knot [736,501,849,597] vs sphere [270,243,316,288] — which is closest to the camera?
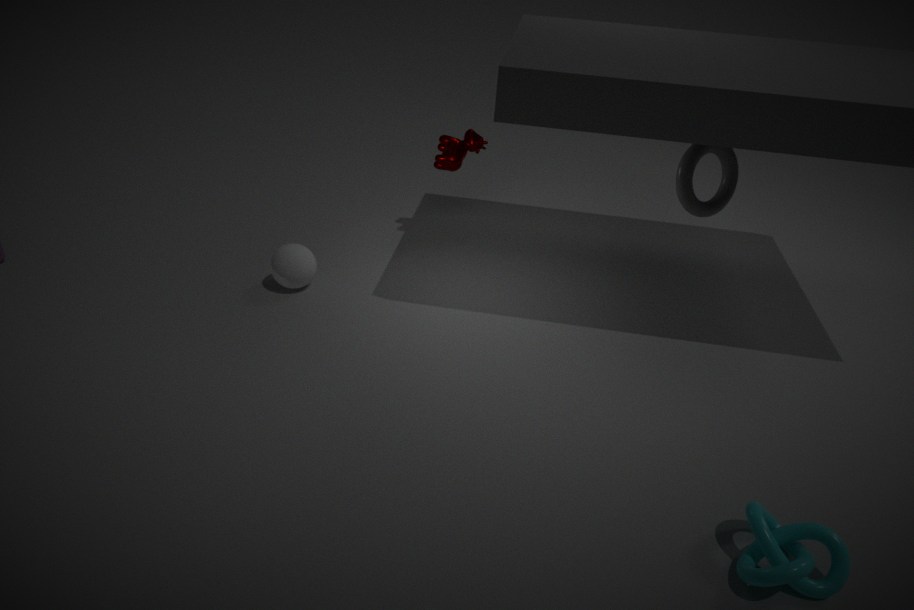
knot [736,501,849,597]
